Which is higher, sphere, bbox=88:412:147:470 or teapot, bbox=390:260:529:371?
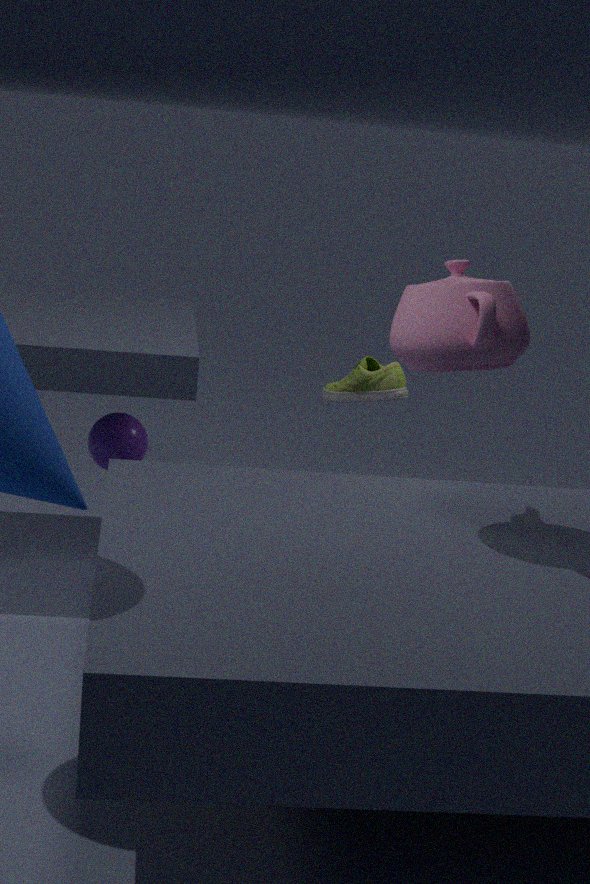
teapot, bbox=390:260:529:371
